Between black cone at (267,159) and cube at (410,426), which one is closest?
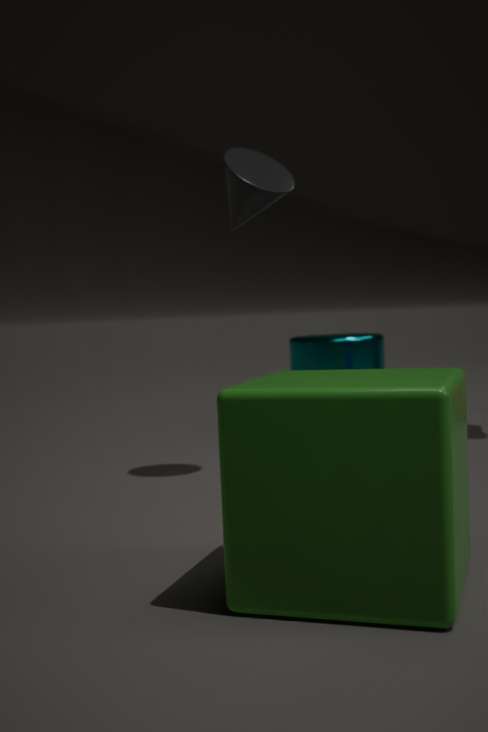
cube at (410,426)
